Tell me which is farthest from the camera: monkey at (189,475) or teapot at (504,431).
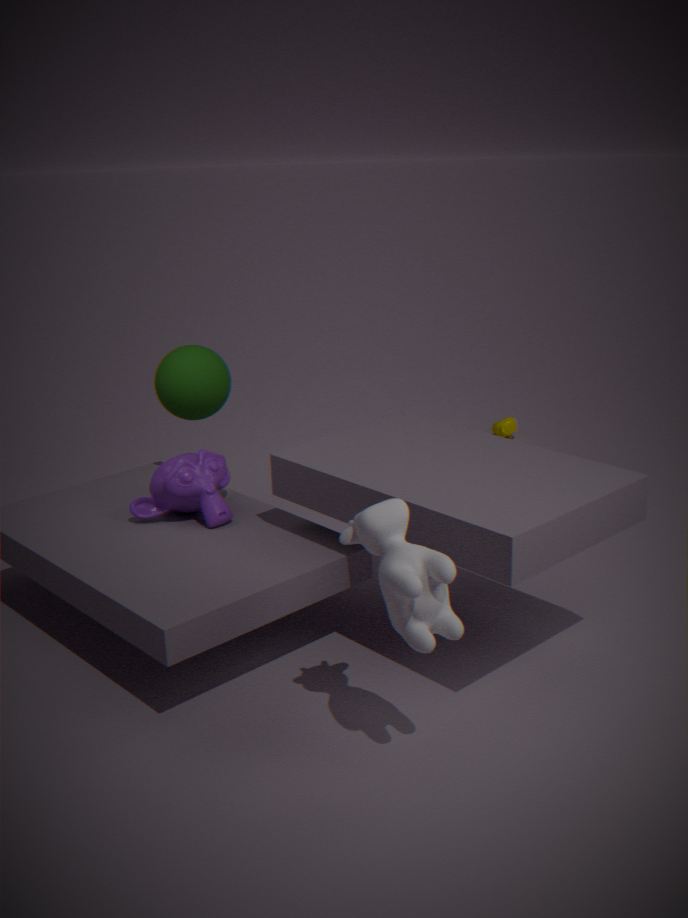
teapot at (504,431)
